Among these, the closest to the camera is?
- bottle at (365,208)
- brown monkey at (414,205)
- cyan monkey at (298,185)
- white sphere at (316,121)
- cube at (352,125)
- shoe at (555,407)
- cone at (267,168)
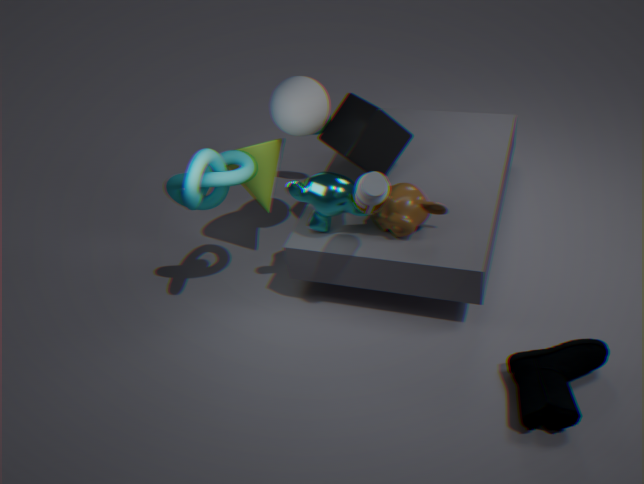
shoe at (555,407)
